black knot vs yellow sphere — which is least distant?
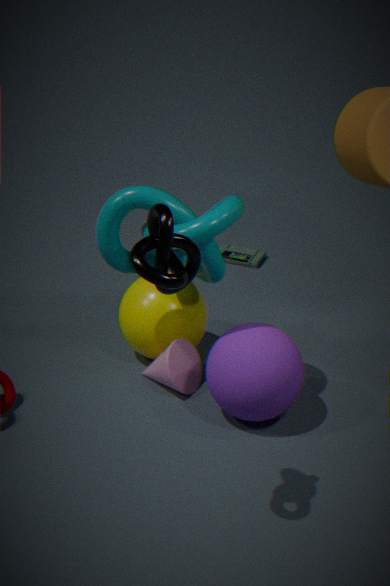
black knot
